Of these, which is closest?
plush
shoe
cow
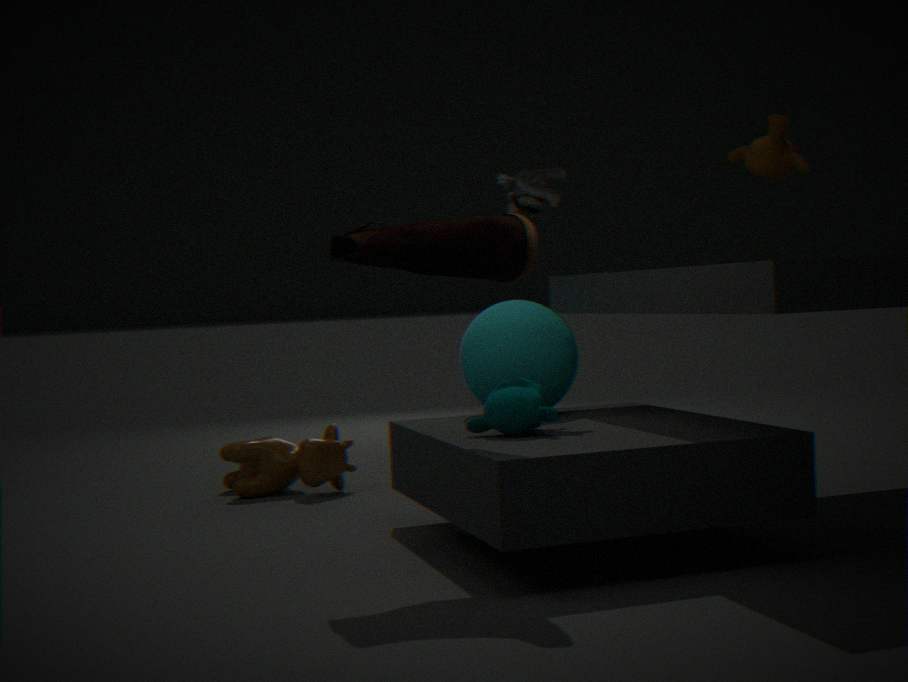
shoe
